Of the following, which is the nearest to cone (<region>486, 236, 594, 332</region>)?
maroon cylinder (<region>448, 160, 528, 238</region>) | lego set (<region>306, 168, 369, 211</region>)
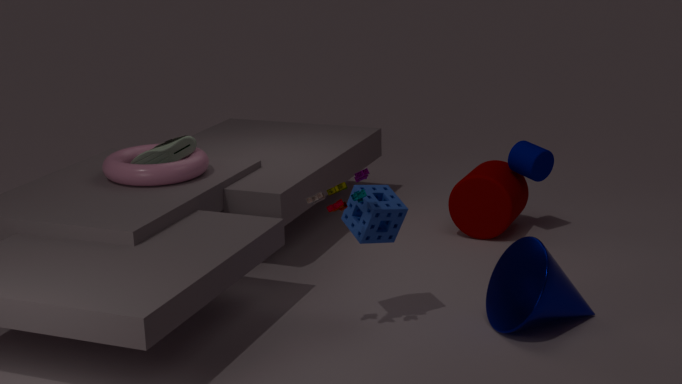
lego set (<region>306, 168, 369, 211</region>)
